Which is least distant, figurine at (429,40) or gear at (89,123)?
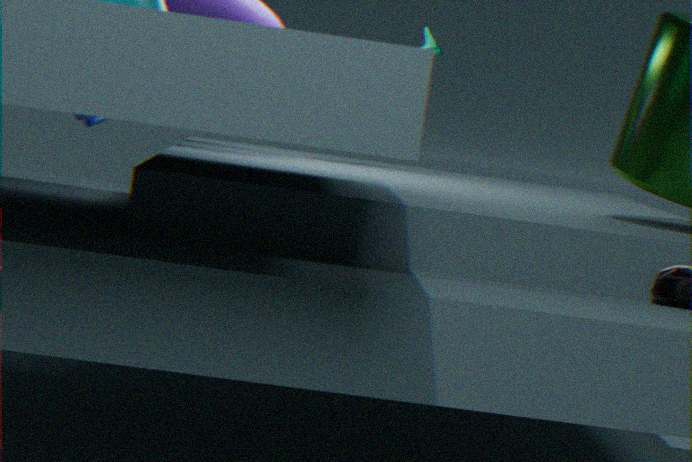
figurine at (429,40)
